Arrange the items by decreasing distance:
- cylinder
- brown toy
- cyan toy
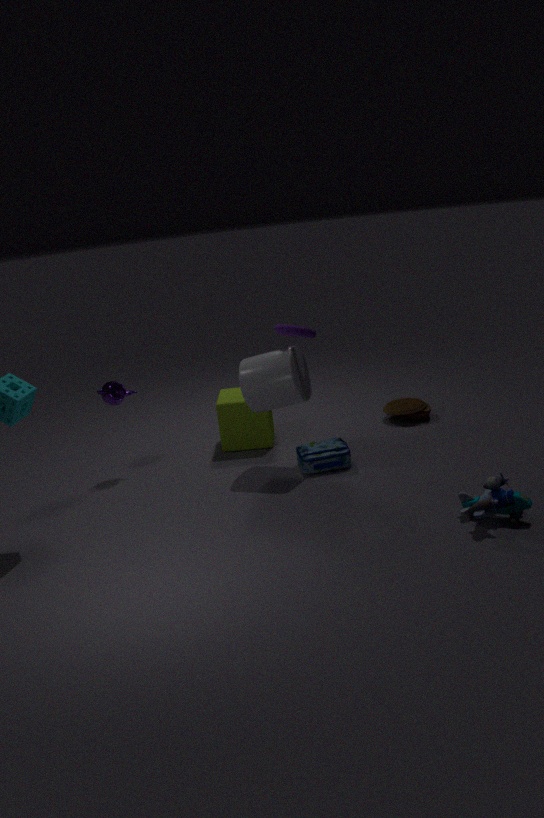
brown toy < cylinder < cyan toy
